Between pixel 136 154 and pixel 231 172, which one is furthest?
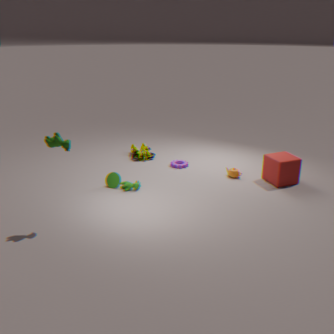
pixel 136 154
